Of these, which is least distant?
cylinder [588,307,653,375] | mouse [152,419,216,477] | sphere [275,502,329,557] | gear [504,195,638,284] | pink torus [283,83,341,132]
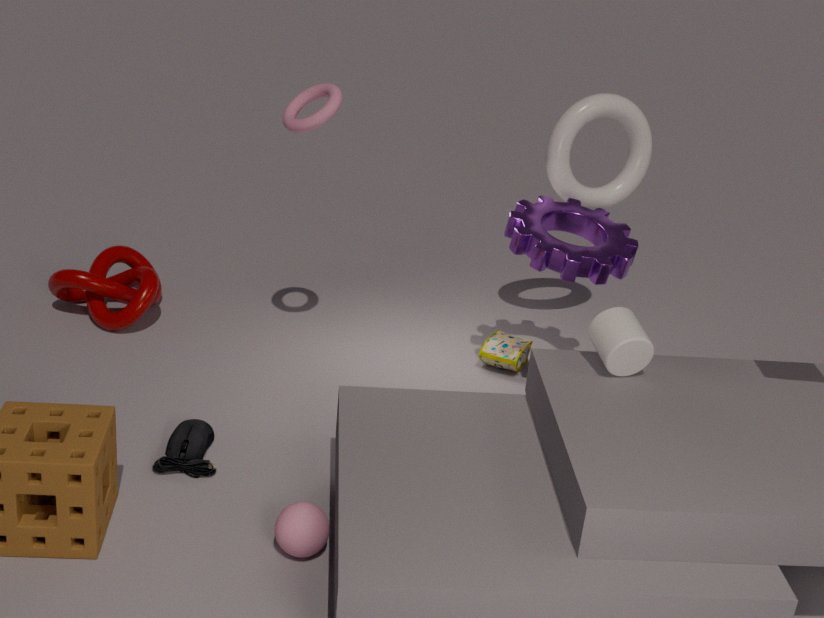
sphere [275,502,329,557]
